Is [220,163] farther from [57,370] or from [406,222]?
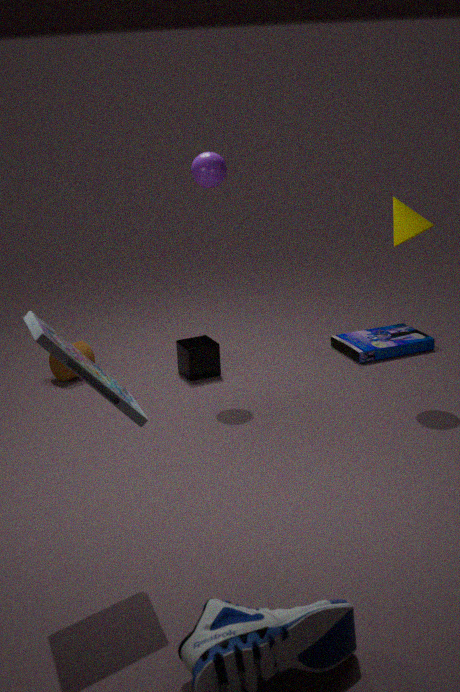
[57,370]
